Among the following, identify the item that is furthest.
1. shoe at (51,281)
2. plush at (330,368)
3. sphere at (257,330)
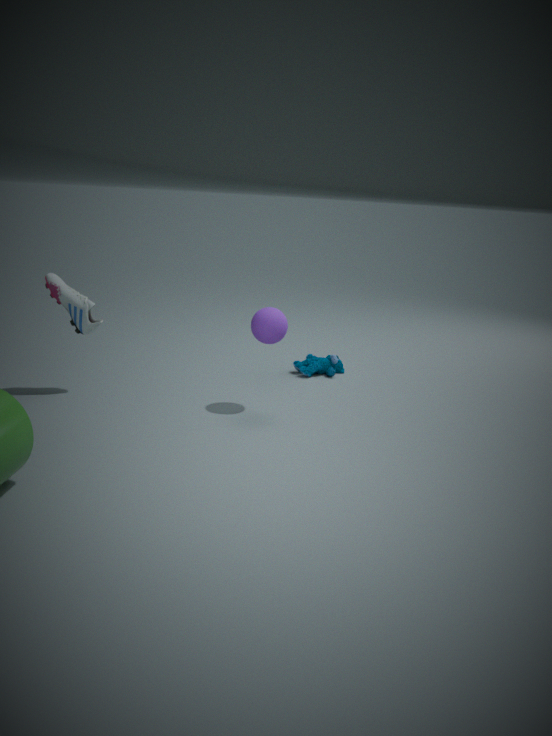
plush at (330,368)
